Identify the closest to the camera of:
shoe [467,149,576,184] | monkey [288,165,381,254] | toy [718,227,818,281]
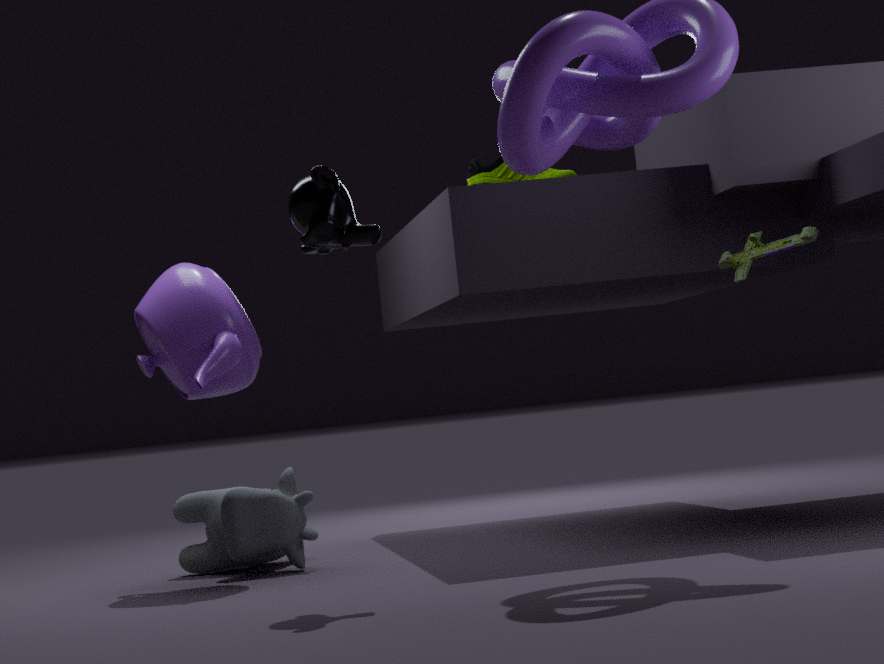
monkey [288,165,381,254]
